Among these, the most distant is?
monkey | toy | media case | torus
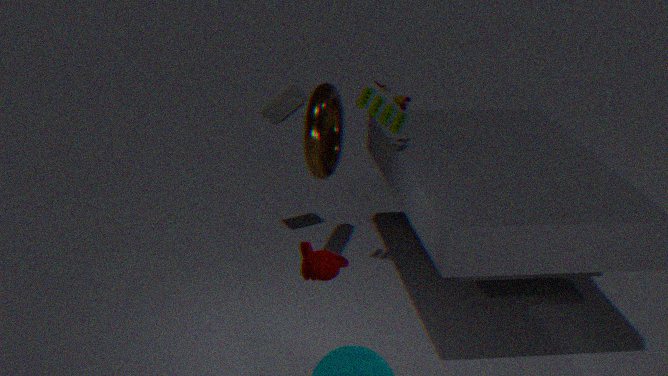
media case
